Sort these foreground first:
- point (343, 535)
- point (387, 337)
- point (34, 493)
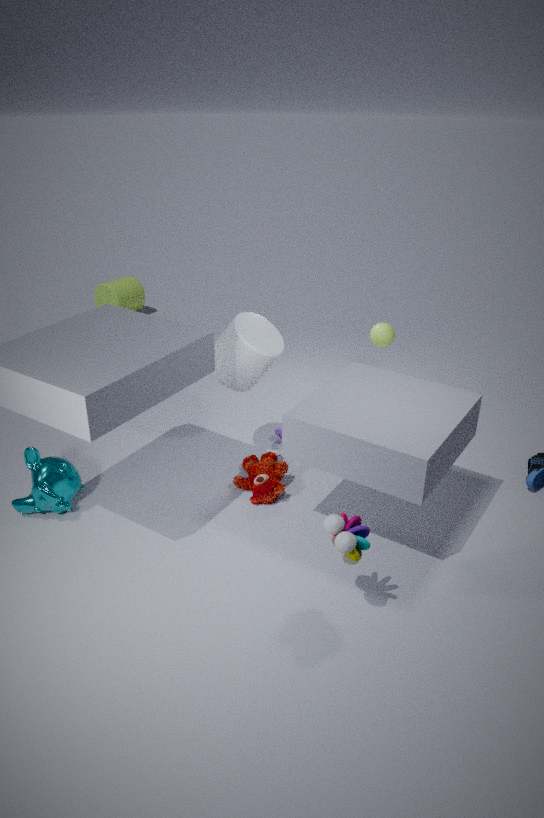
point (343, 535) < point (34, 493) < point (387, 337)
